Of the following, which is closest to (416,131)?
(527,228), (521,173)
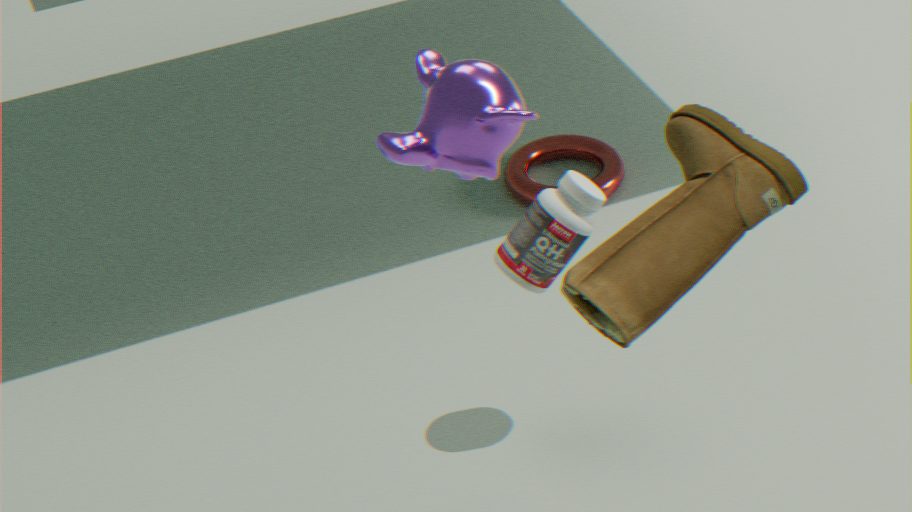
(527,228)
